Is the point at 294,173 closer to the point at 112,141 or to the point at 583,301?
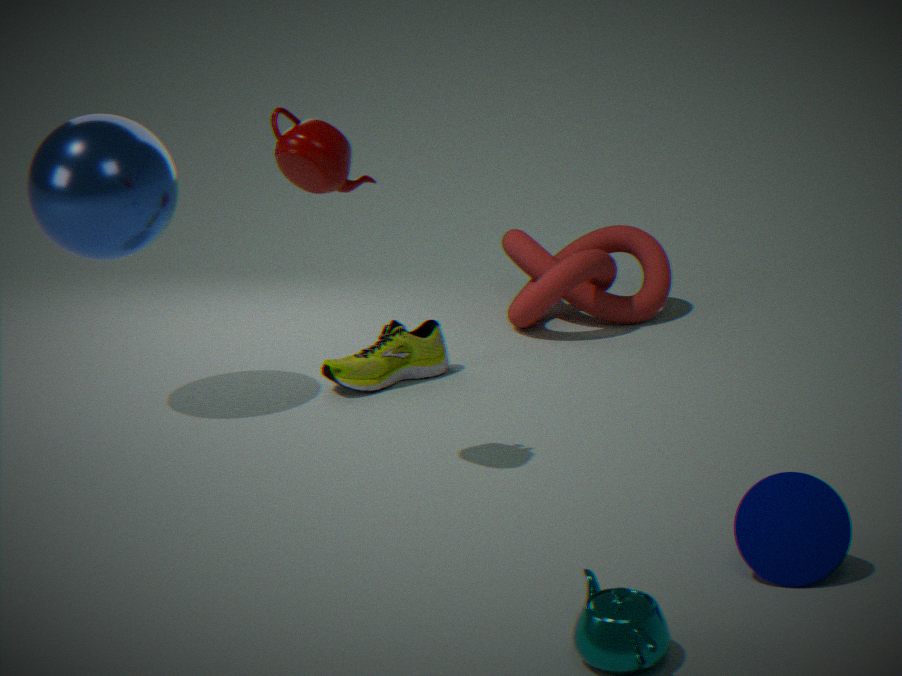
the point at 112,141
